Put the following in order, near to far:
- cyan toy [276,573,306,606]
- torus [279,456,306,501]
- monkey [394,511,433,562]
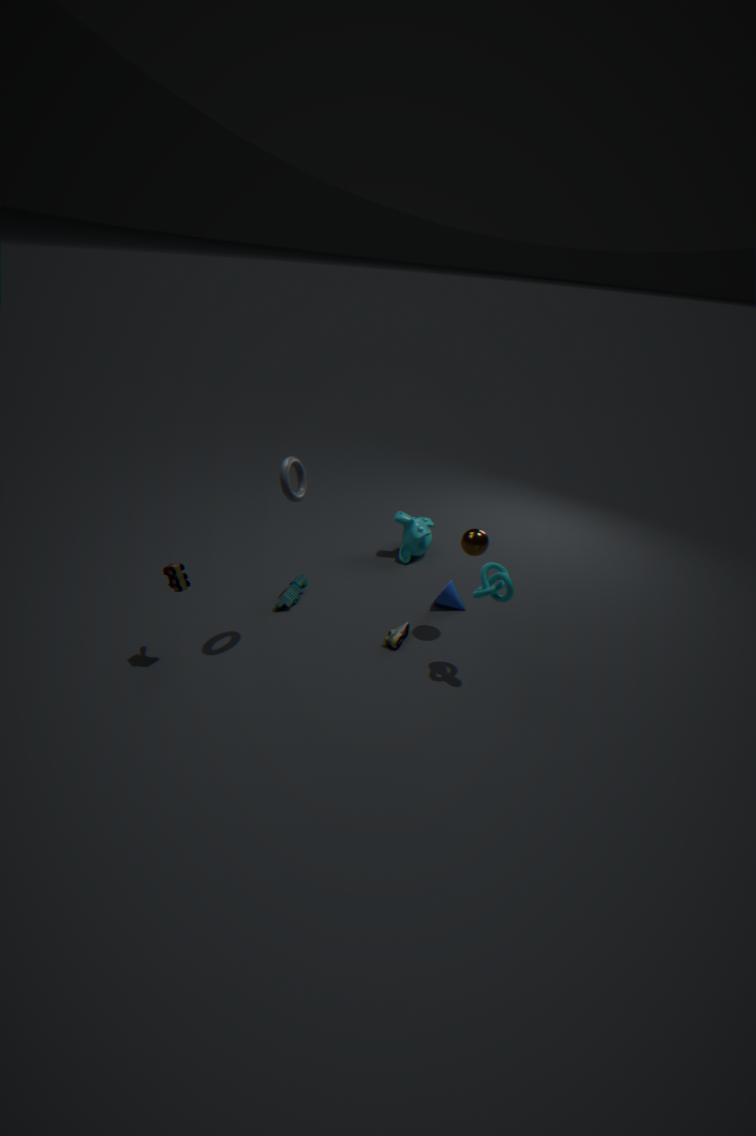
torus [279,456,306,501], cyan toy [276,573,306,606], monkey [394,511,433,562]
